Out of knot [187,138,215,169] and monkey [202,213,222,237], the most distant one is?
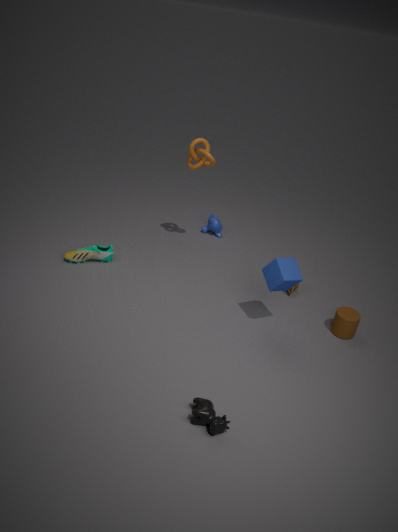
monkey [202,213,222,237]
